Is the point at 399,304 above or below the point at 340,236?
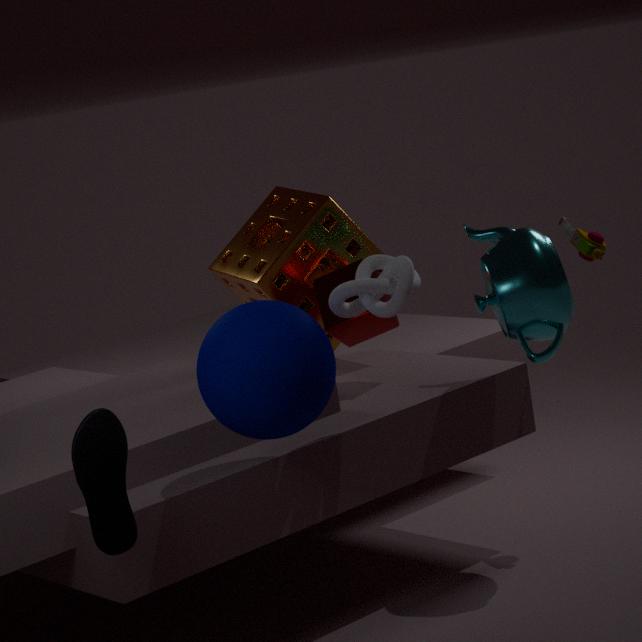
above
